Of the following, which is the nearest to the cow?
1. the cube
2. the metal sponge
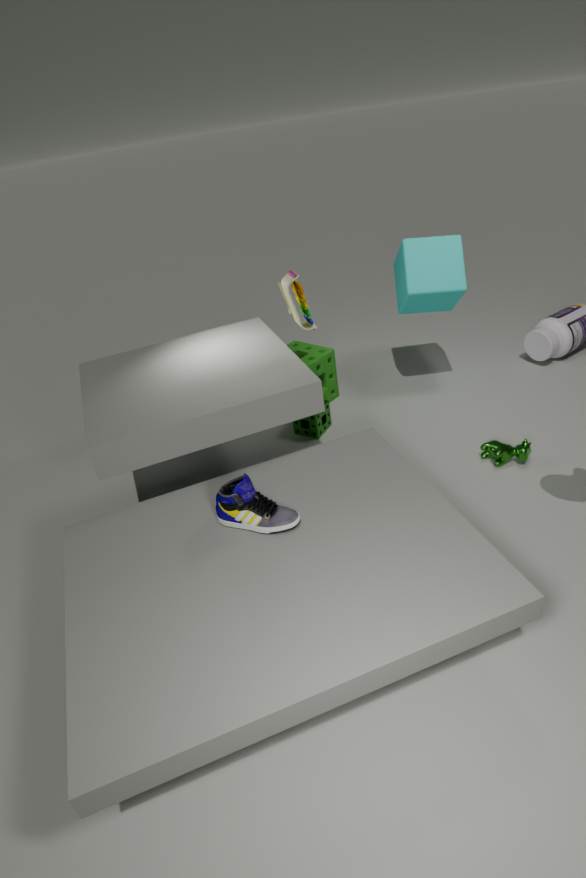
the cube
